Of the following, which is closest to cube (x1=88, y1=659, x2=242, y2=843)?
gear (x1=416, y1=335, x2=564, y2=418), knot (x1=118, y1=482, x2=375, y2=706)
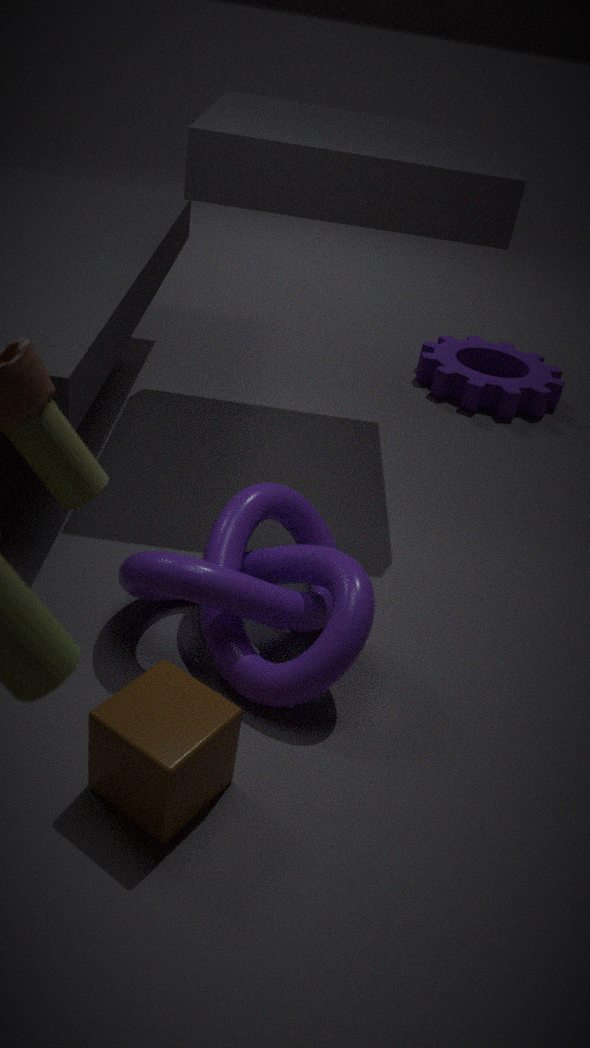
knot (x1=118, y1=482, x2=375, y2=706)
